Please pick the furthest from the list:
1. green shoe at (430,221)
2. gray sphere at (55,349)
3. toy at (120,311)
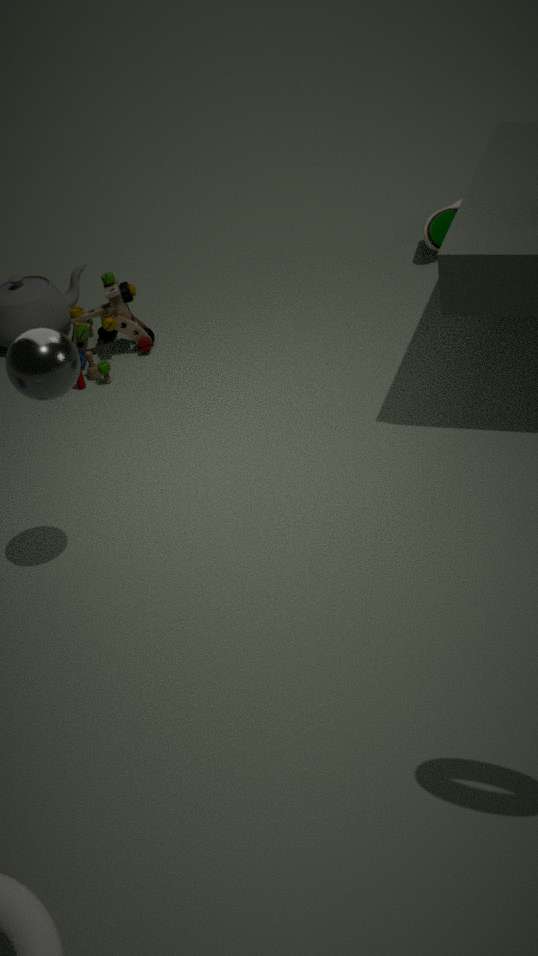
green shoe at (430,221)
